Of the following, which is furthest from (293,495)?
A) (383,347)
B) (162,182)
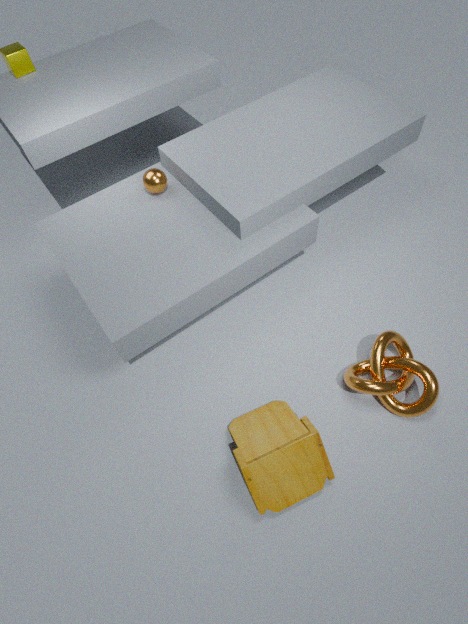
(162,182)
